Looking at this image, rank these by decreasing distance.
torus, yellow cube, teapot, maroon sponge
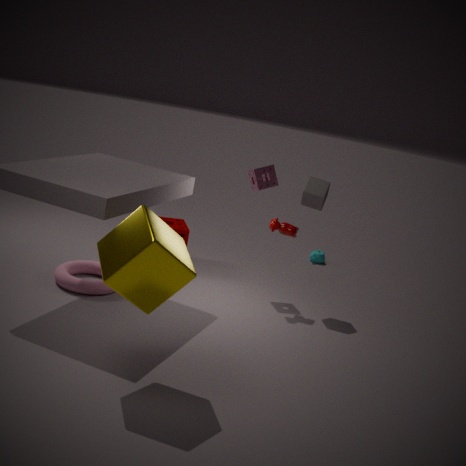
teapot → maroon sponge → torus → yellow cube
